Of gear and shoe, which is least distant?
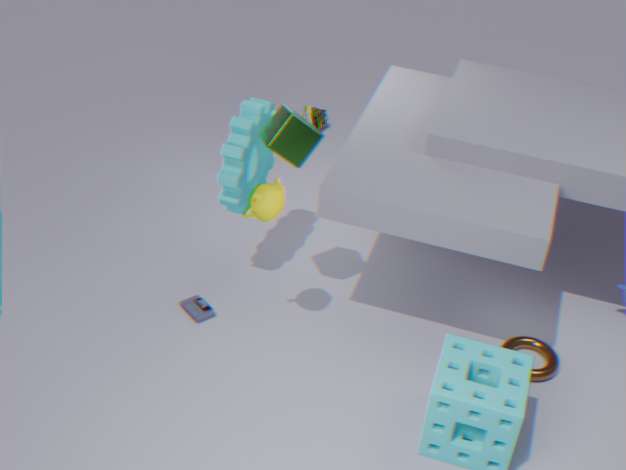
gear
